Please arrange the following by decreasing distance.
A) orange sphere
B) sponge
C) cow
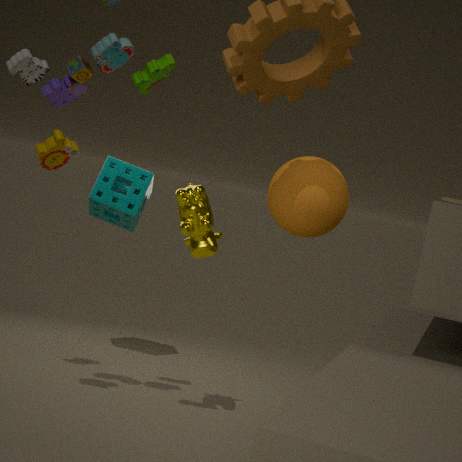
sponge < cow < orange sphere
